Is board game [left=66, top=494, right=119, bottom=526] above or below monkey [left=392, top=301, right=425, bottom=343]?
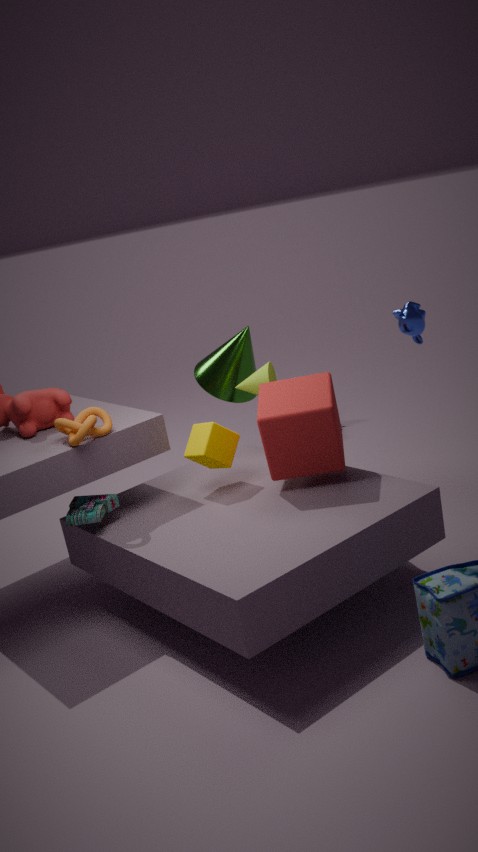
below
